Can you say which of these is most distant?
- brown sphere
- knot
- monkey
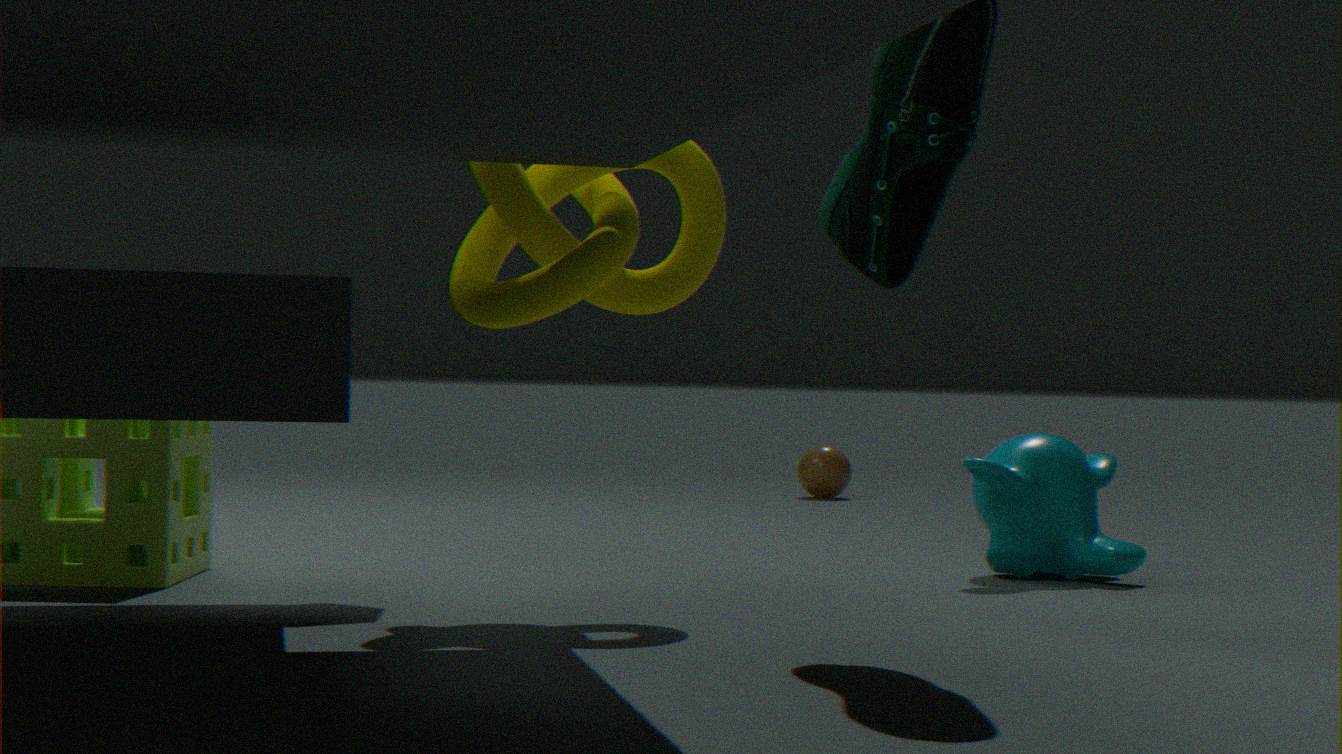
brown sphere
